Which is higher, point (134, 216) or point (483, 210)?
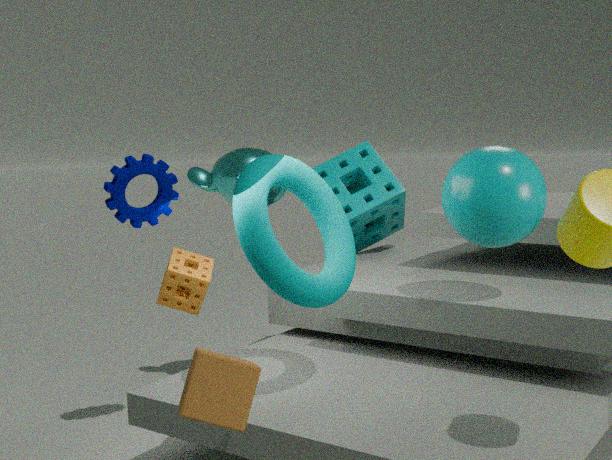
point (134, 216)
